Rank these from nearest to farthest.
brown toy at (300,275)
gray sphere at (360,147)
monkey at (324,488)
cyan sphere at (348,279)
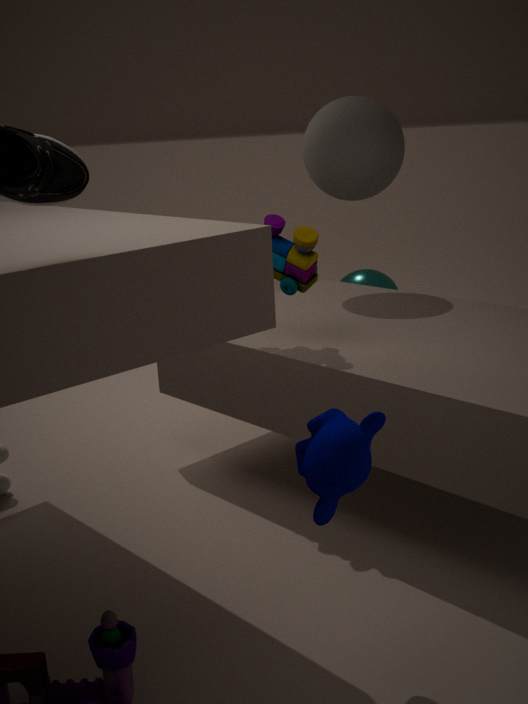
monkey at (324,488), brown toy at (300,275), gray sphere at (360,147), cyan sphere at (348,279)
